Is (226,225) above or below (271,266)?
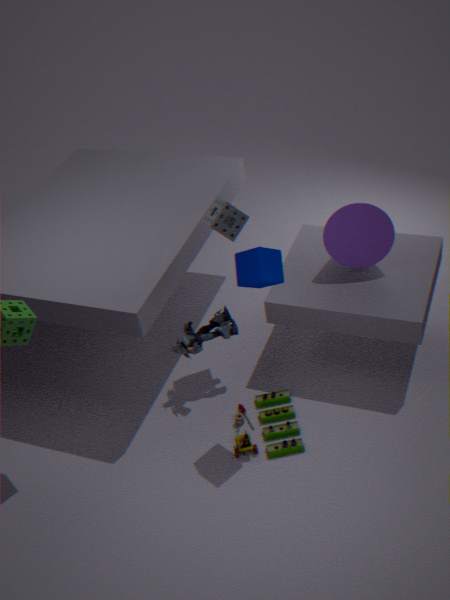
below
